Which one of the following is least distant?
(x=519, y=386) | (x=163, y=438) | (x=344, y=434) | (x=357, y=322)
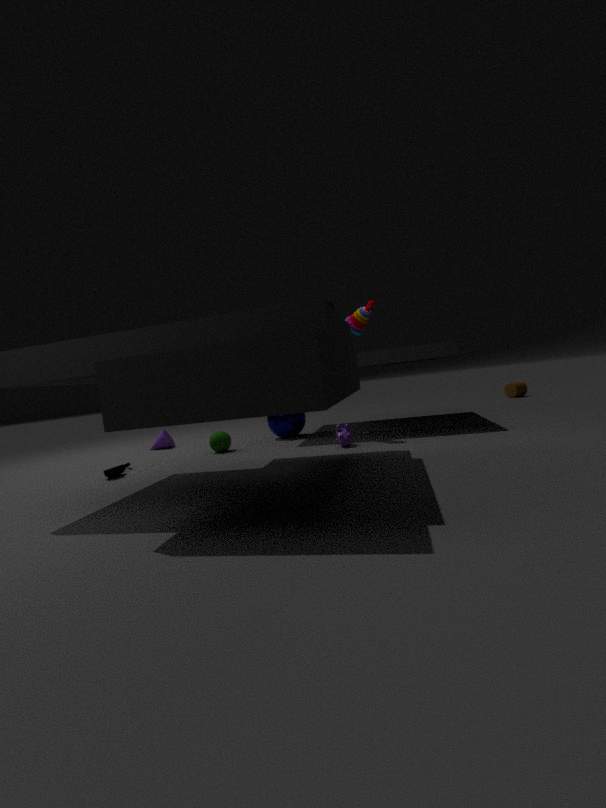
(x=344, y=434)
